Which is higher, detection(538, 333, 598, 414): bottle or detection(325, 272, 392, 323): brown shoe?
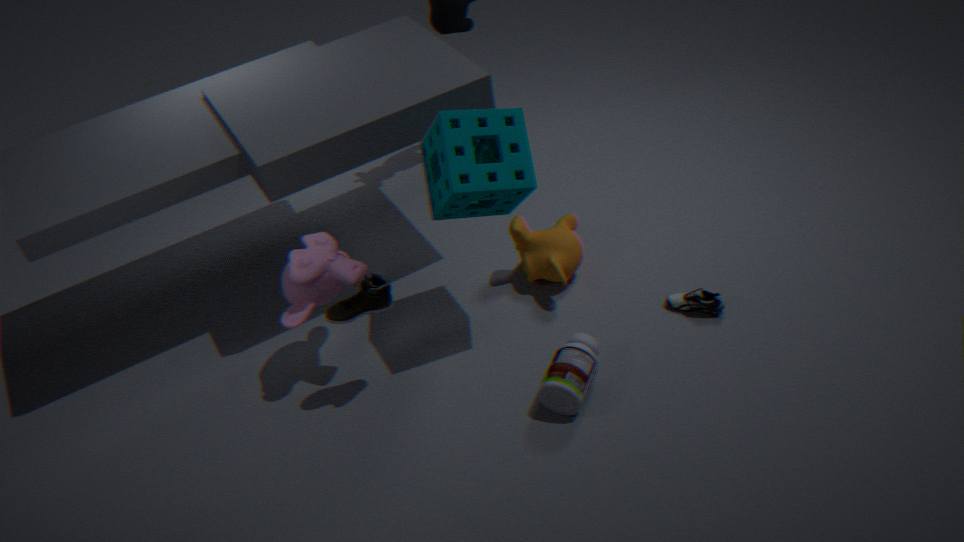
detection(325, 272, 392, 323): brown shoe
